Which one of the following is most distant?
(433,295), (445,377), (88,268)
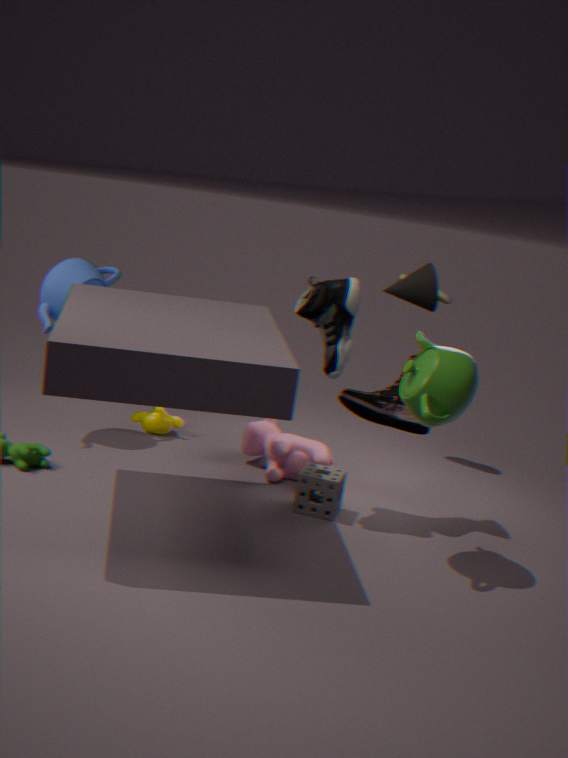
(88,268)
